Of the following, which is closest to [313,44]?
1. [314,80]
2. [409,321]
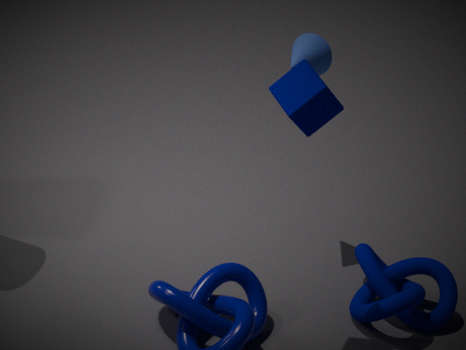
[314,80]
